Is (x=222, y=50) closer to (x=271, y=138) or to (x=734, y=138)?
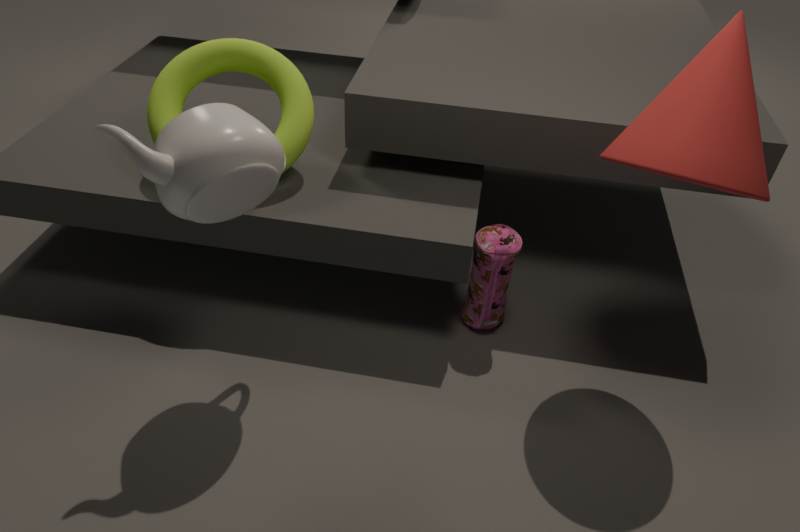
(x=271, y=138)
